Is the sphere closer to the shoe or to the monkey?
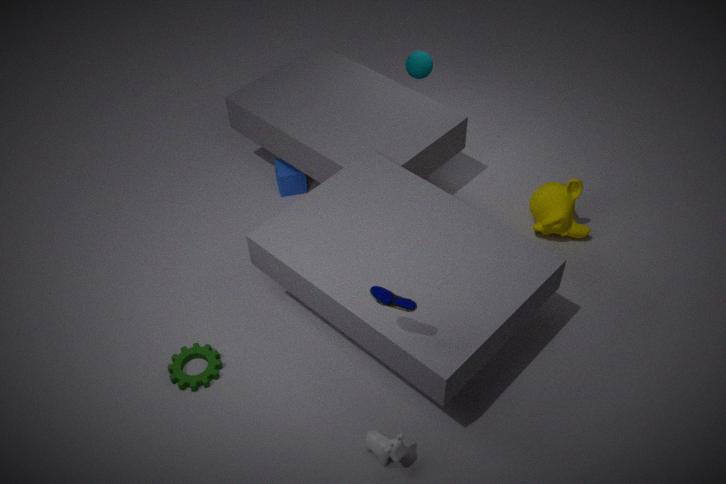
the monkey
